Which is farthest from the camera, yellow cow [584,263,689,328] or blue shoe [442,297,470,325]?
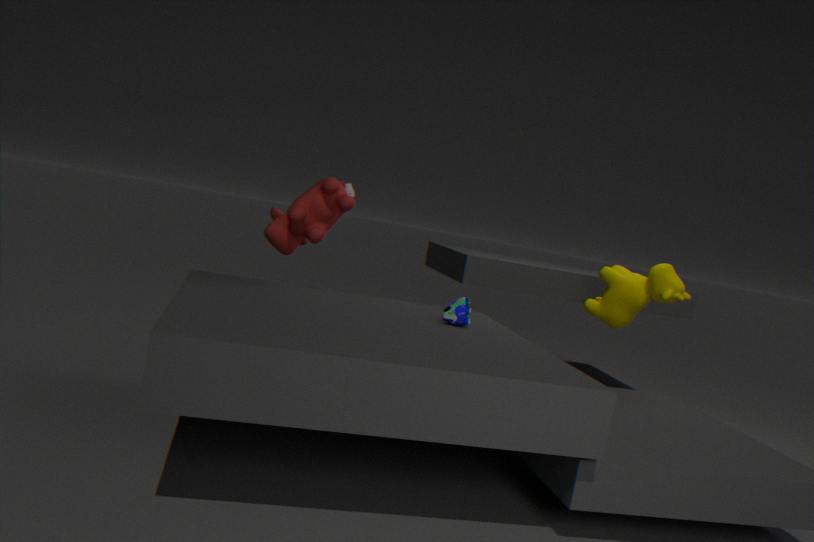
yellow cow [584,263,689,328]
